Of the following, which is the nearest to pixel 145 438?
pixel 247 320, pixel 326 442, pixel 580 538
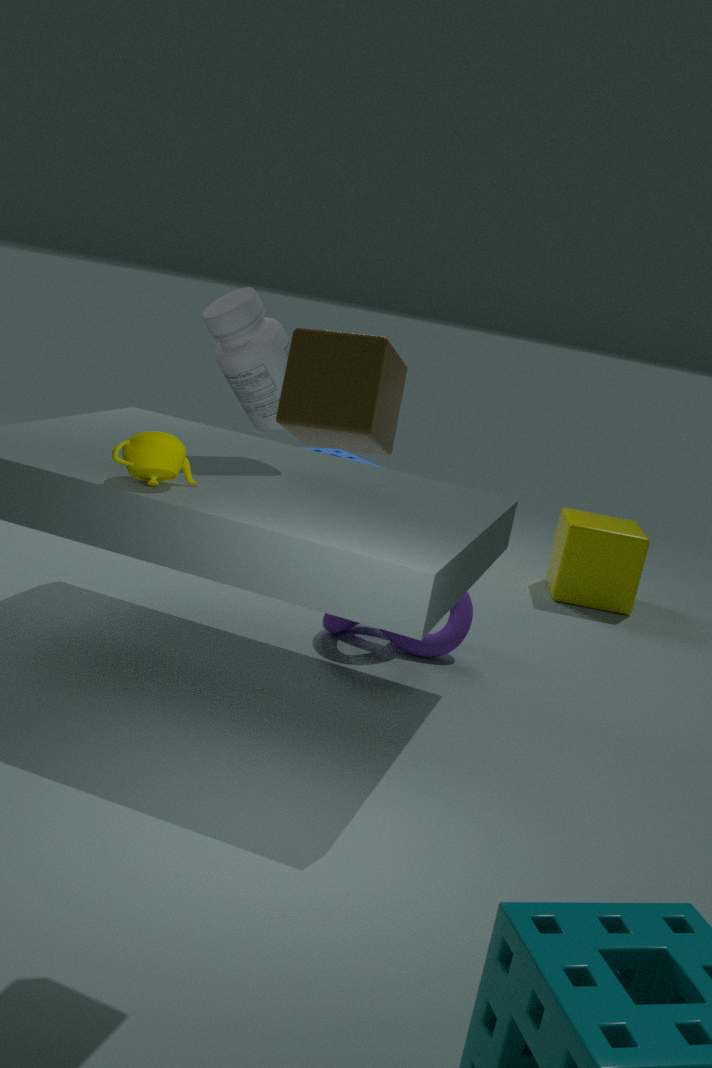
pixel 247 320
